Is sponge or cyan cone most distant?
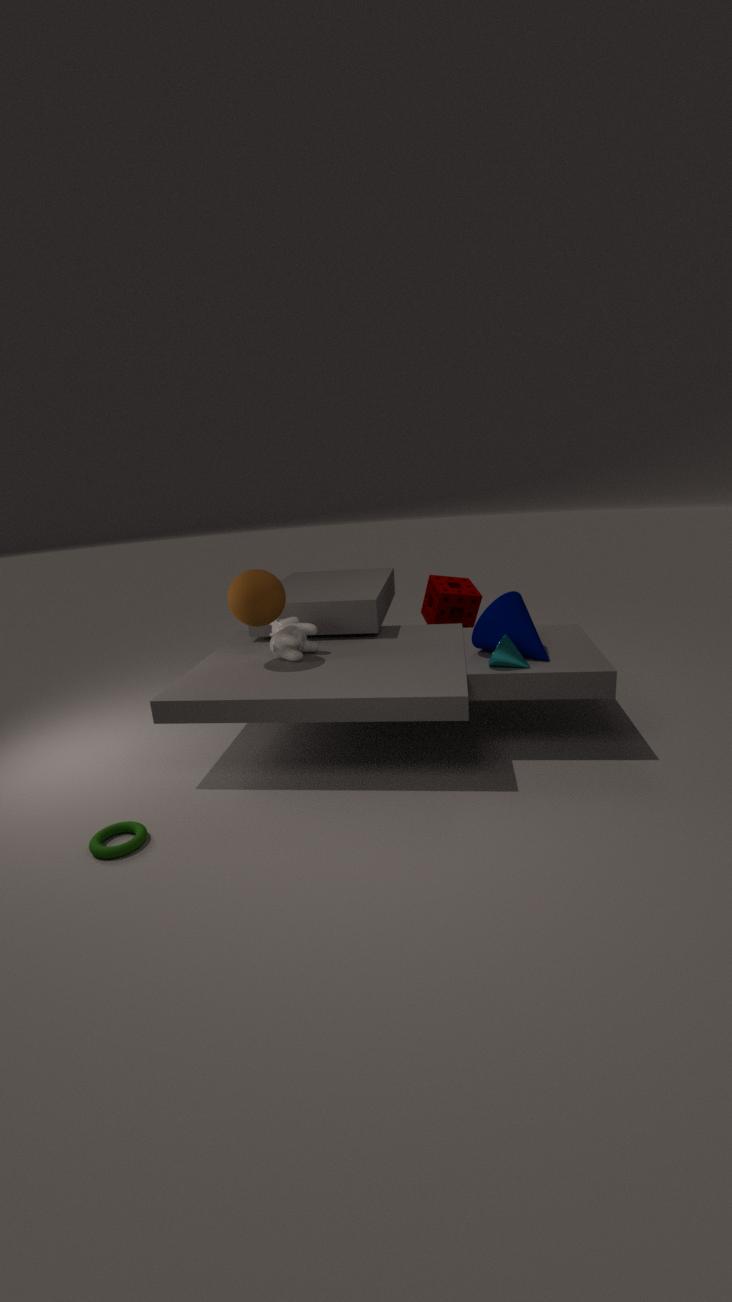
sponge
